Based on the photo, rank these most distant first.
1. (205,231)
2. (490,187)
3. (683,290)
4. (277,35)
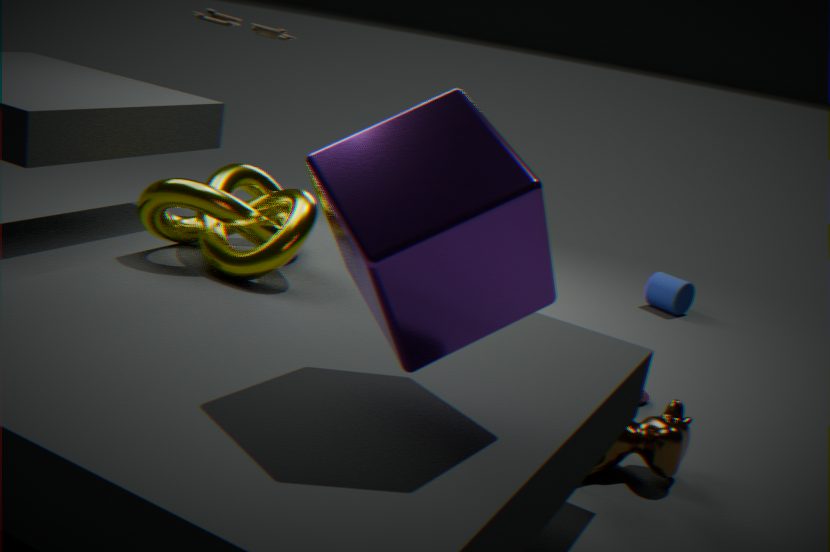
(683,290), (277,35), (205,231), (490,187)
